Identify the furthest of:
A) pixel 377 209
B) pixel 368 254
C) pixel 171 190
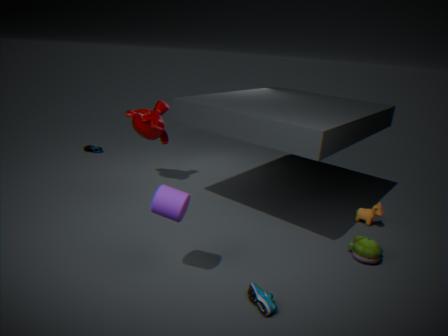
pixel 377 209
